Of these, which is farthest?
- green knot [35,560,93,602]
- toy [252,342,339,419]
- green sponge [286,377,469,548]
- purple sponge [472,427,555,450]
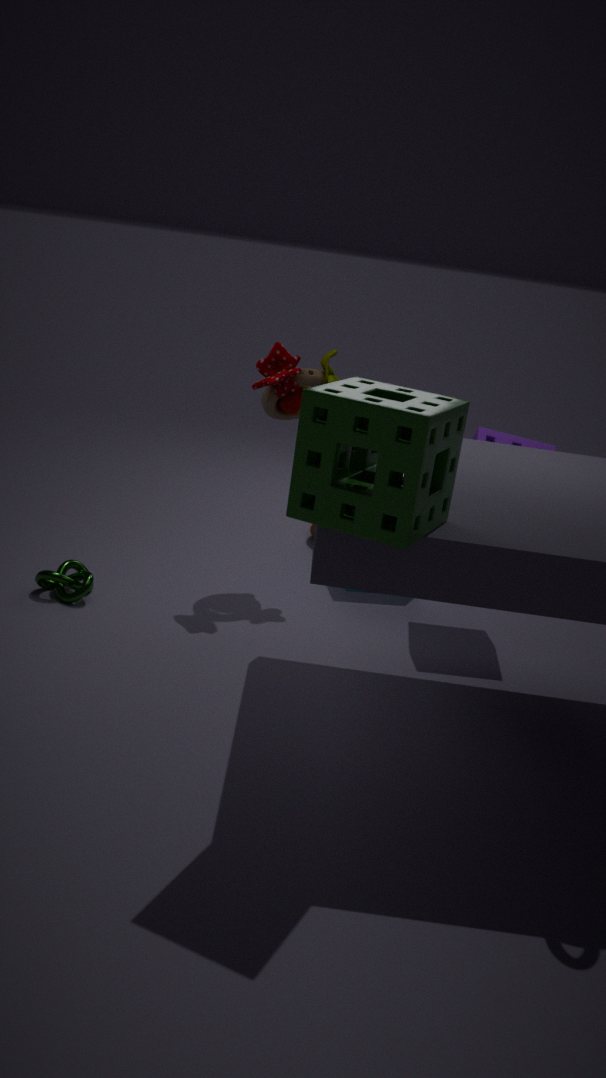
purple sponge [472,427,555,450]
